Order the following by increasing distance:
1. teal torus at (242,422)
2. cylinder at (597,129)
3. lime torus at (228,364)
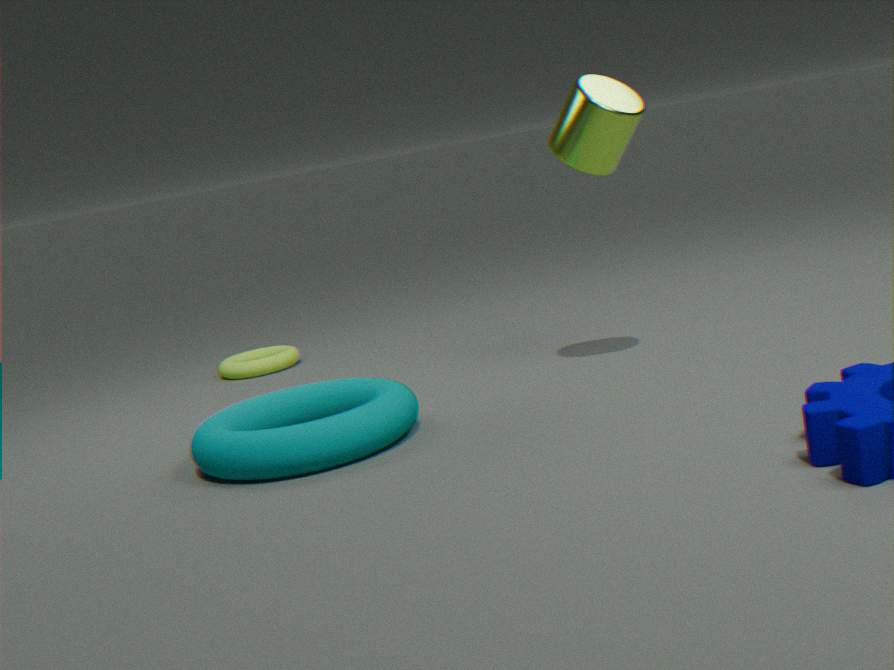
teal torus at (242,422) < cylinder at (597,129) < lime torus at (228,364)
